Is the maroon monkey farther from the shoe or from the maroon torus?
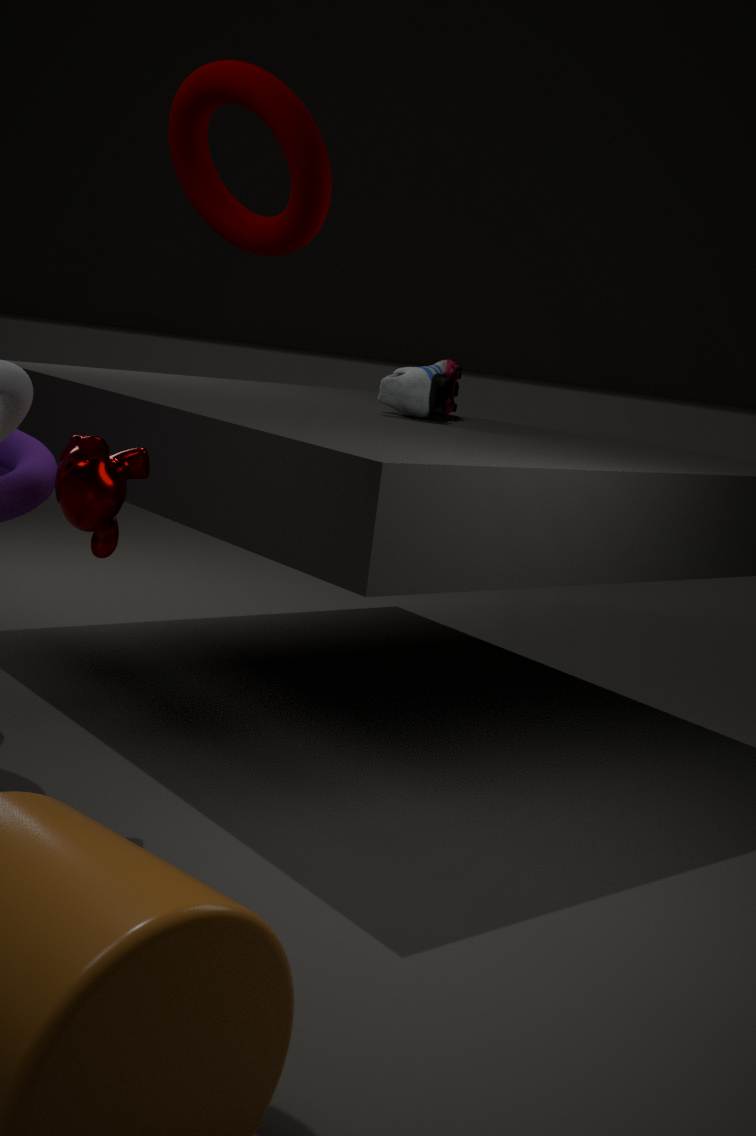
the shoe
